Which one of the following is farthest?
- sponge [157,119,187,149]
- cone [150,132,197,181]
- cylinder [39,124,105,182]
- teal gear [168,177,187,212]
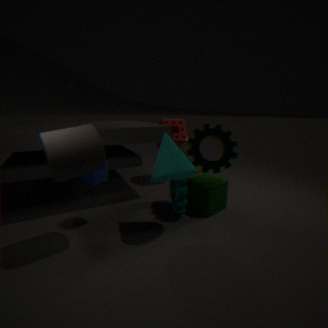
sponge [157,119,187,149]
